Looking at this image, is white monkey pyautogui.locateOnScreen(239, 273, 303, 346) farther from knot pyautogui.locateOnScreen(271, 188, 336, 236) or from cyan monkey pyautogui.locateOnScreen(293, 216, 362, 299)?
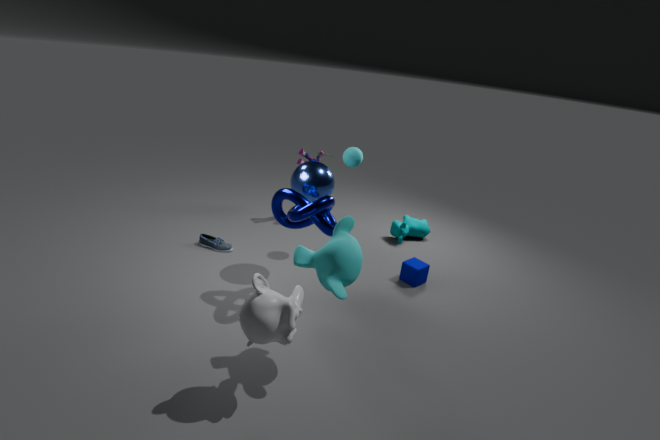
knot pyautogui.locateOnScreen(271, 188, 336, 236)
